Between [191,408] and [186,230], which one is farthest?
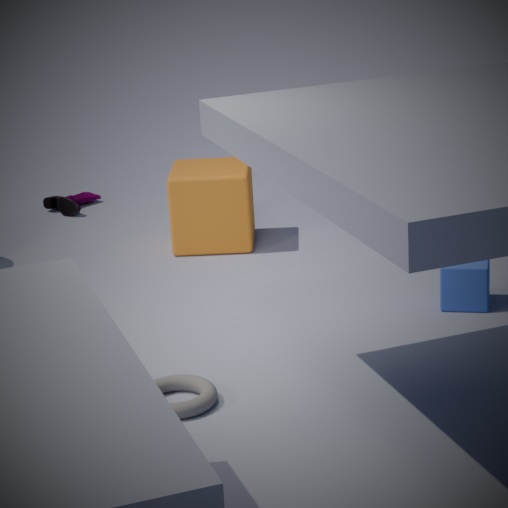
[186,230]
